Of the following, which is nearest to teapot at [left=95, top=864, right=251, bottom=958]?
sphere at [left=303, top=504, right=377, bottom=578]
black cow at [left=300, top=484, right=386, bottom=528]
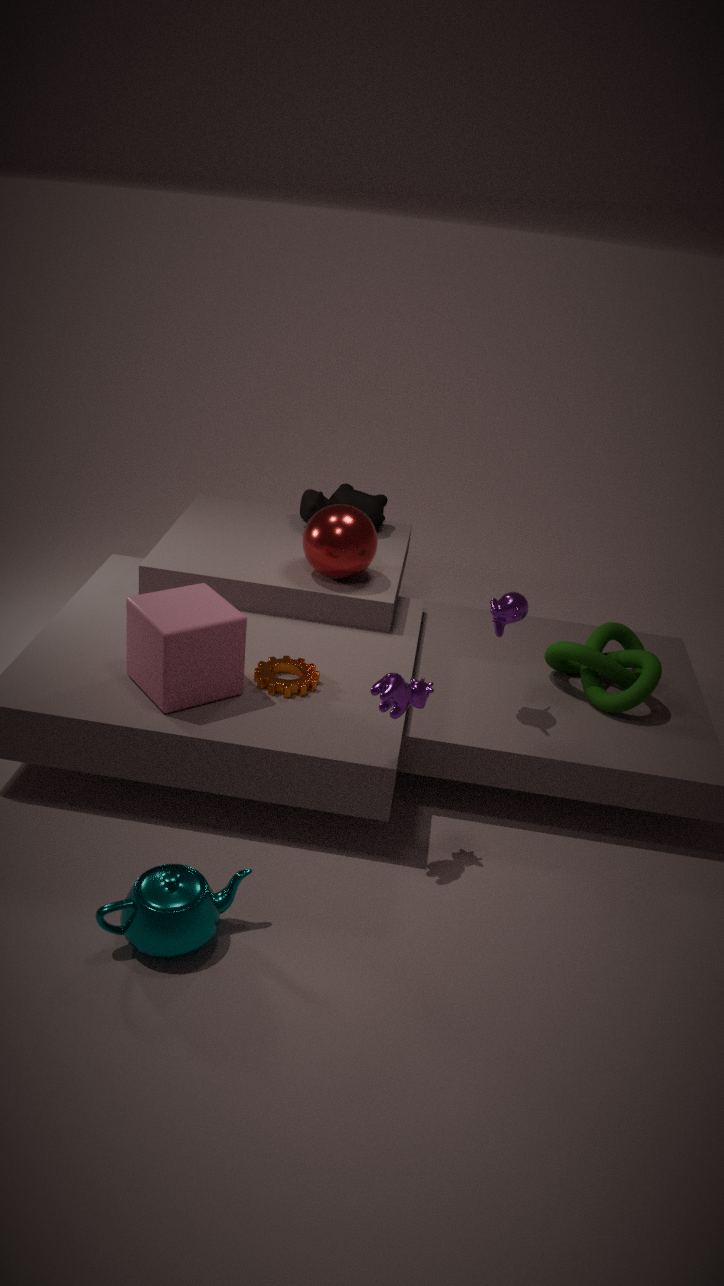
Answer: sphere at [left=303, top=504, right=377, bottom=578]
